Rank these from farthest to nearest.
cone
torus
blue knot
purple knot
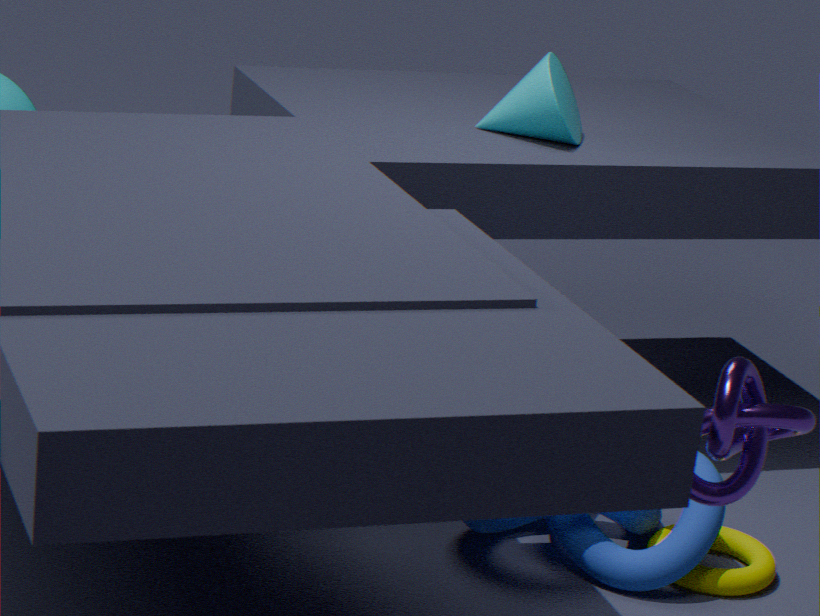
cone → torus → blue knot → purple knot
